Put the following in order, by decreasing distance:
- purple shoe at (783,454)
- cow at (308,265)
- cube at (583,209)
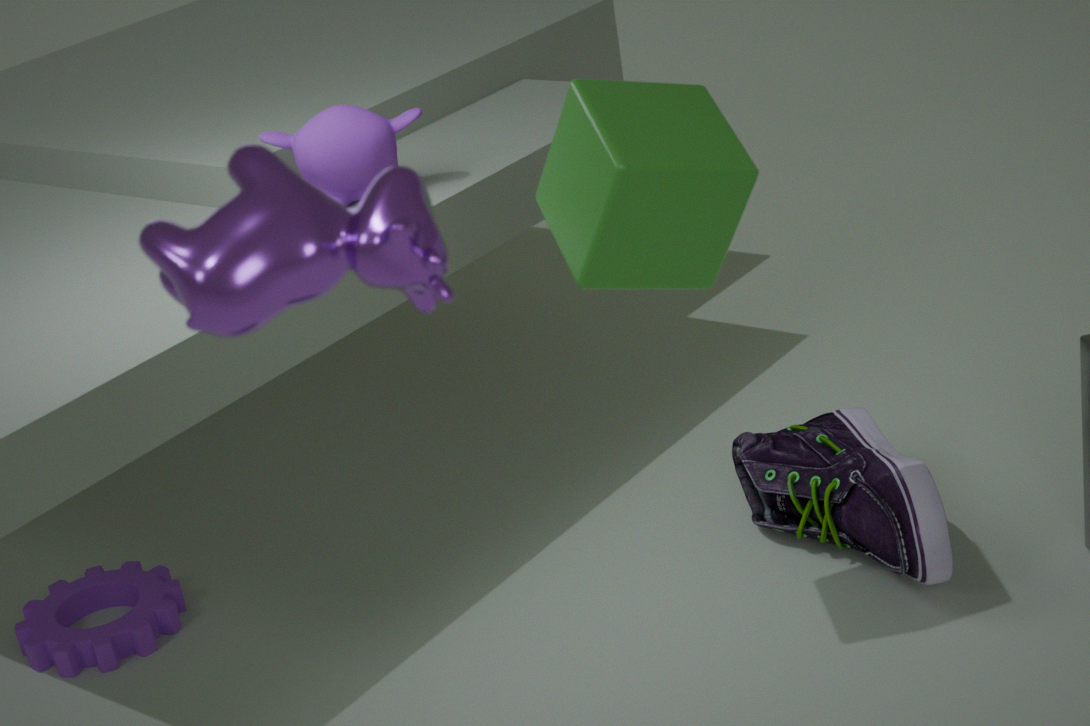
1. purple shoe at (783,454)
2. cube at (583,209)
3. cow at (308,265)
